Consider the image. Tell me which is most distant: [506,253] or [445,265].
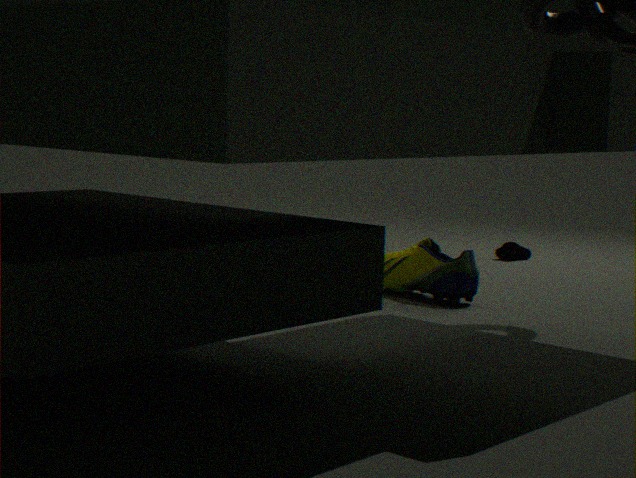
[506,253]
